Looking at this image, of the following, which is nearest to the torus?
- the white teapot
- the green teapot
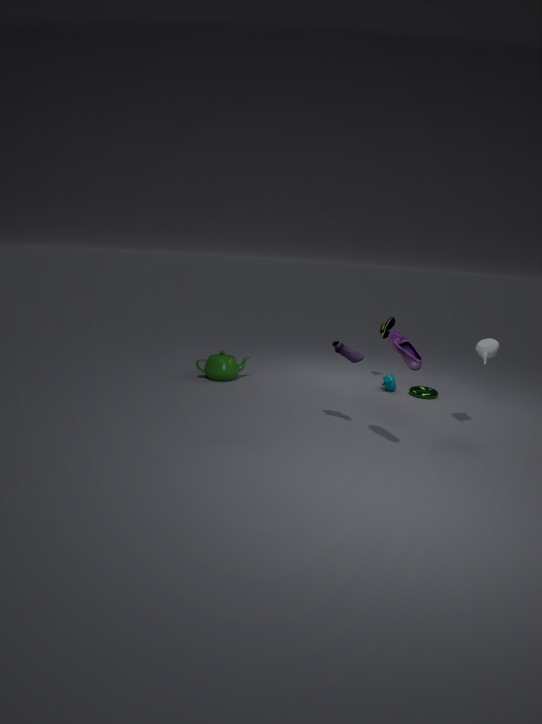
the white teapot
